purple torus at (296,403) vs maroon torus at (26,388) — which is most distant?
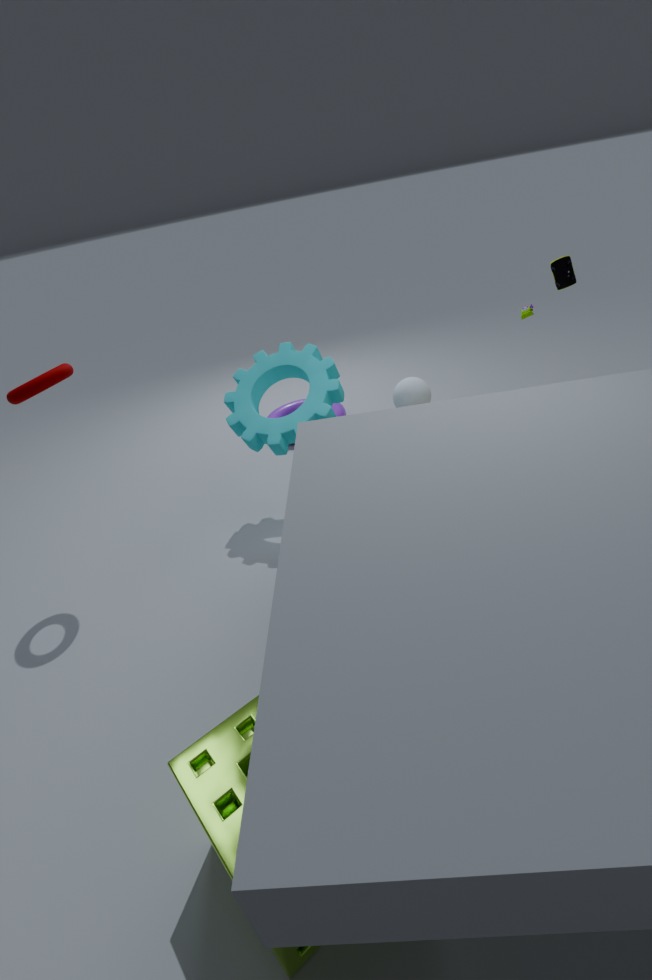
purple torus at (296,403)
